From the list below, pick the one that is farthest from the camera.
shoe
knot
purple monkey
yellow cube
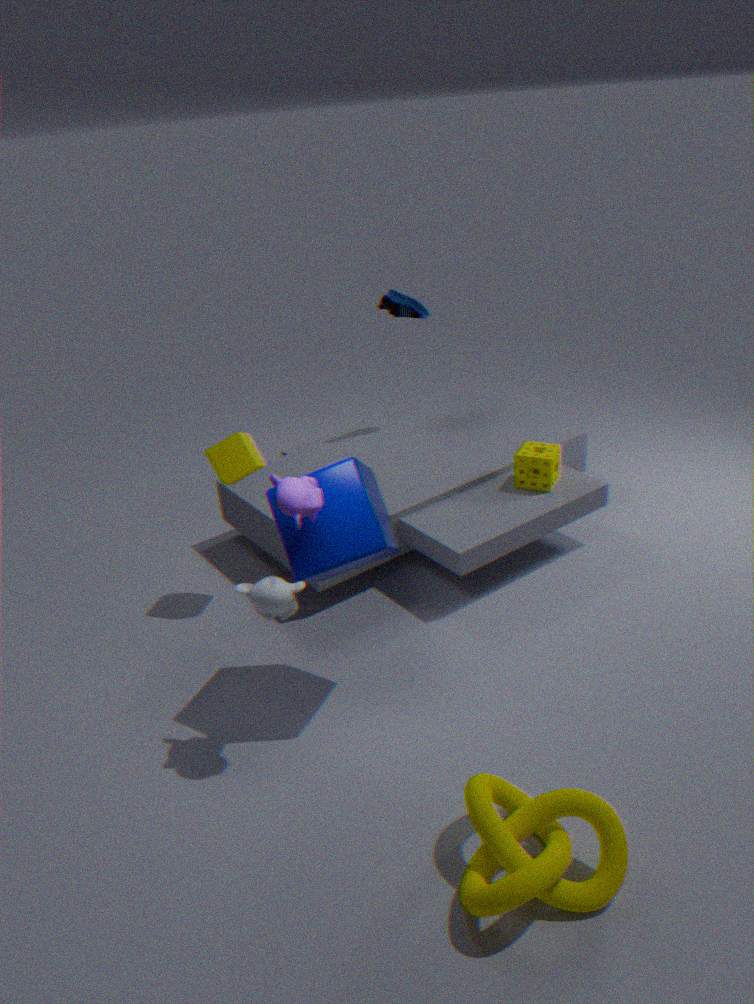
shoe
